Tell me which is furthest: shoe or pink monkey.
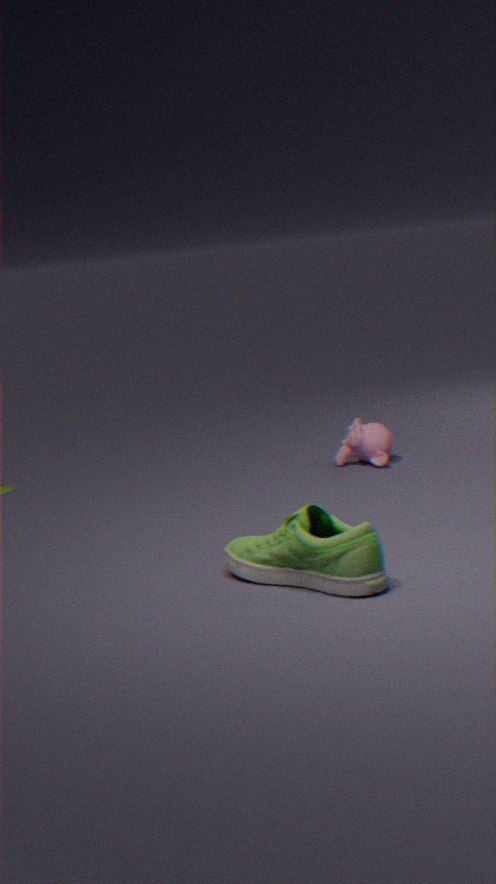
pink monkey
